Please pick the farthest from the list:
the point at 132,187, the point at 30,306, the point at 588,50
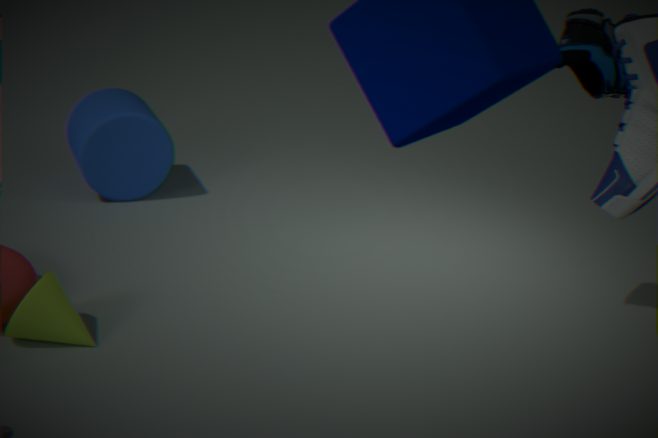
the point at 132,187
